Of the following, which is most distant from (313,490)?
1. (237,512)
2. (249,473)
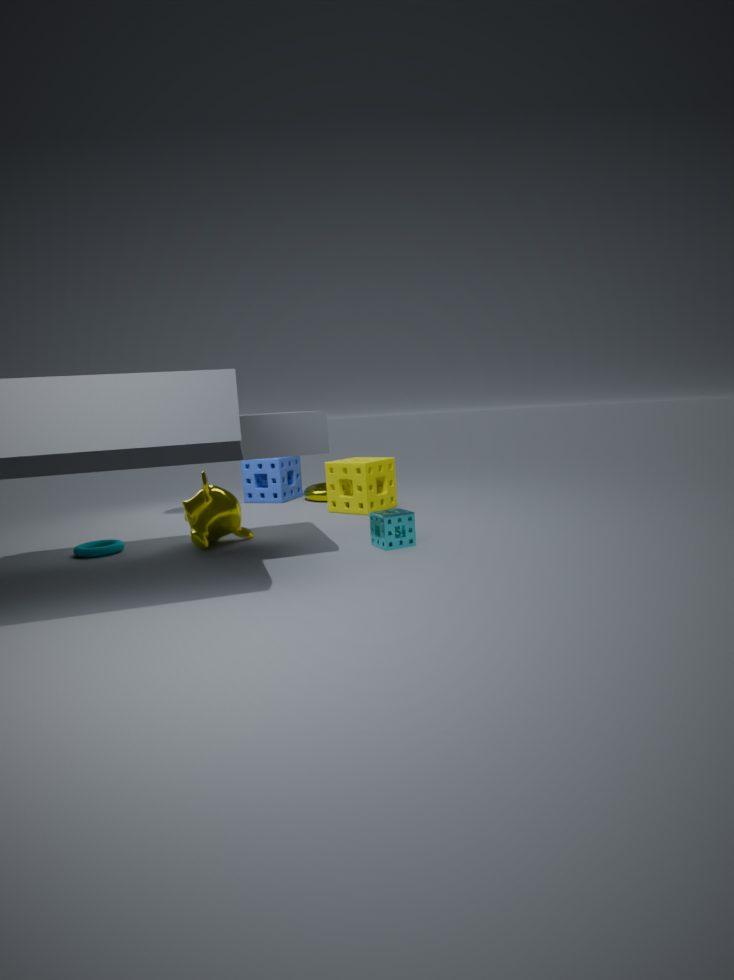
(237,512)
